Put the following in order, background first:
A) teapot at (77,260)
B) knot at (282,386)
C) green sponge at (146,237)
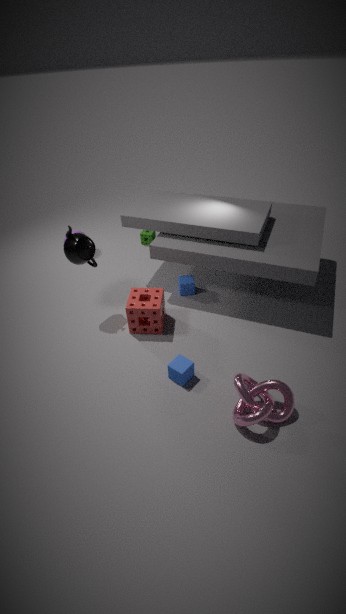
green sponge at (146,237)
teapot at (77,260)
knot at (282,386)
